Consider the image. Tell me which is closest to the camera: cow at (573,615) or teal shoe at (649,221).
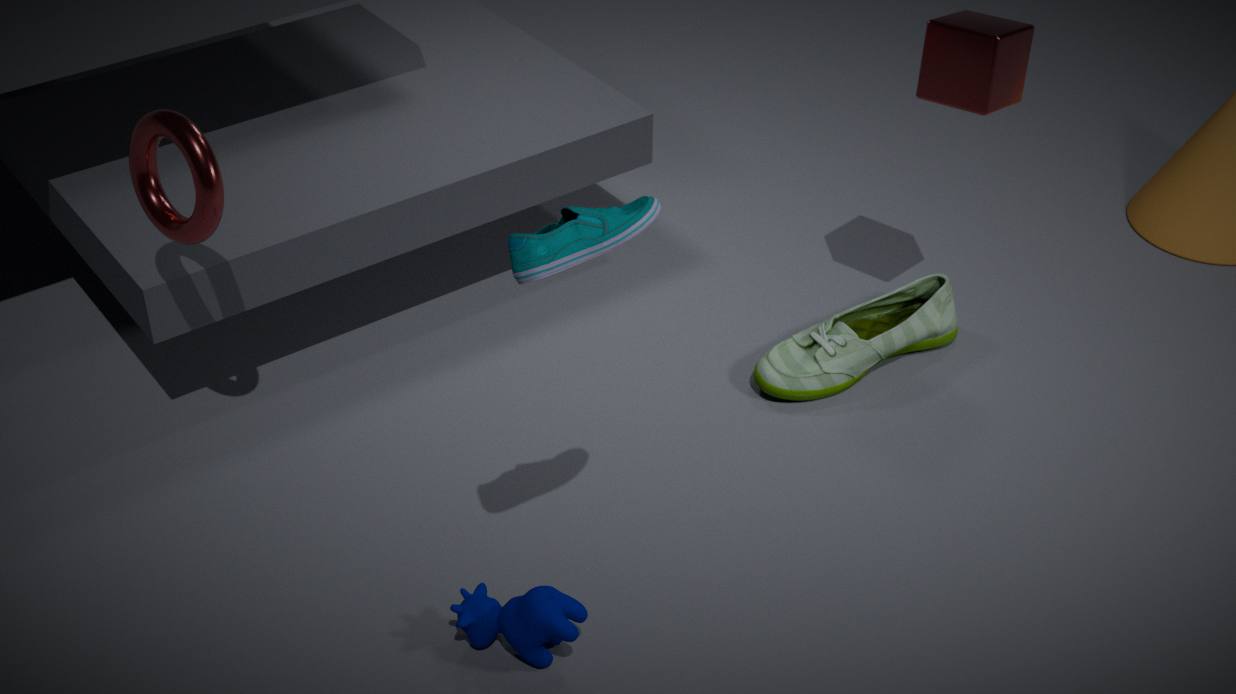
teal shoe at (649,221)
